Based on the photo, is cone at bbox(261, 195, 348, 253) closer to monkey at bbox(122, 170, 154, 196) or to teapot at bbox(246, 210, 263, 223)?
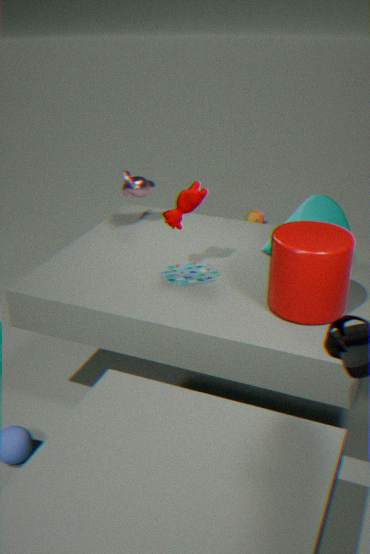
monkey at bbox(122, 170, 154, 196)
